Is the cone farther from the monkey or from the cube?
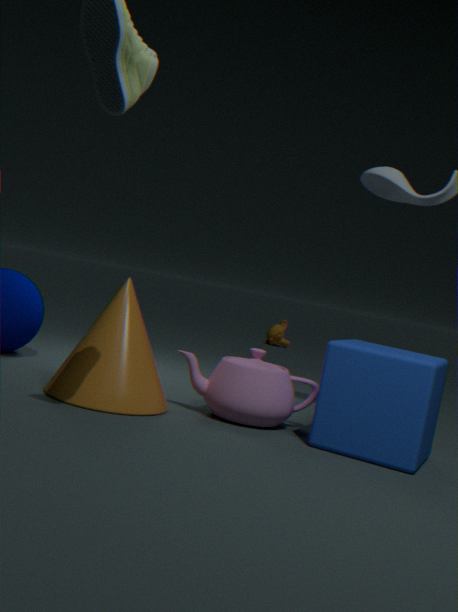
the monkey
